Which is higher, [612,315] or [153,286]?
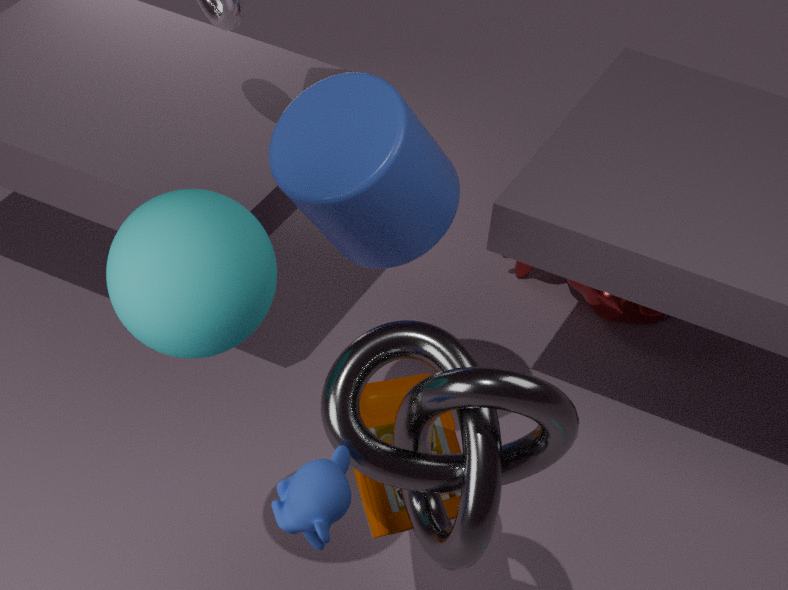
[153,286]
